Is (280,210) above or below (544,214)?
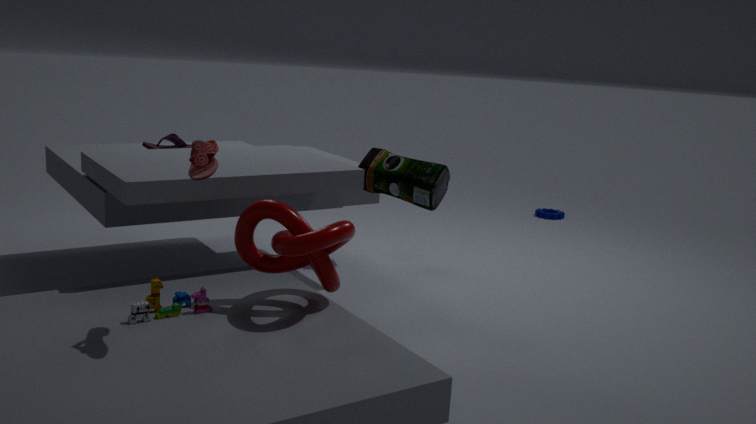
above
